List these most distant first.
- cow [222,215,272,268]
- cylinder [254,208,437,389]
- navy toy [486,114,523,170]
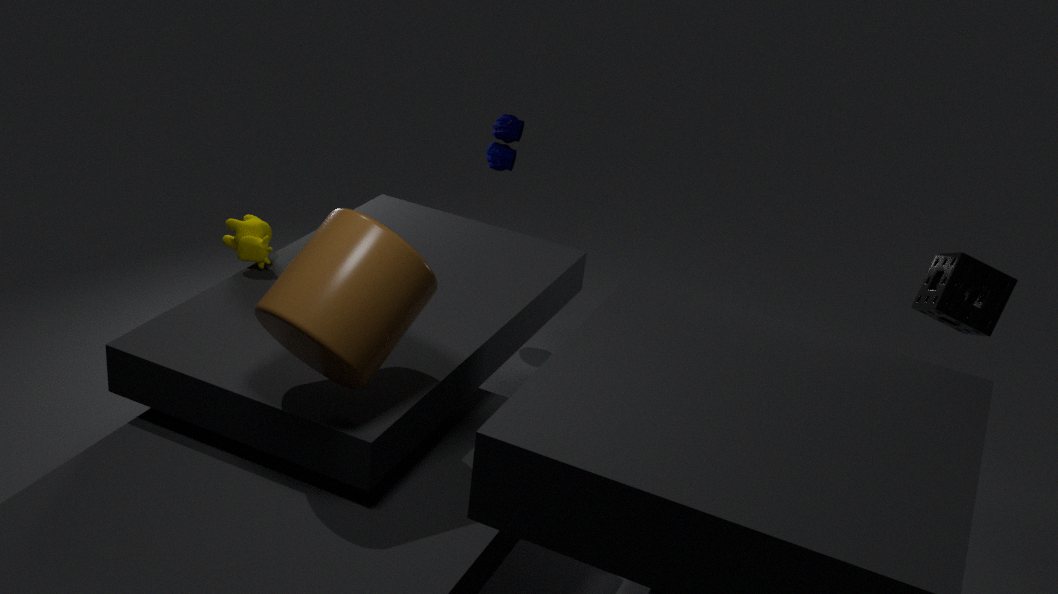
navy toy [486,114,523,170]
cow [222,215,272,268]
cylinder [254,208,437,389]
